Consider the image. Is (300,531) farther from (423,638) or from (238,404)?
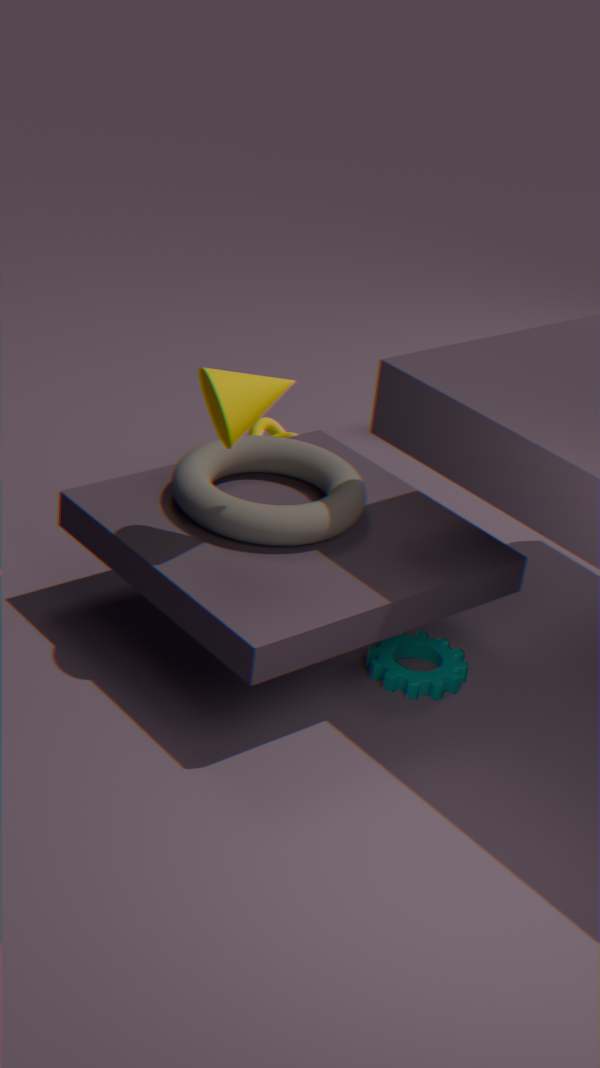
(423,638)
